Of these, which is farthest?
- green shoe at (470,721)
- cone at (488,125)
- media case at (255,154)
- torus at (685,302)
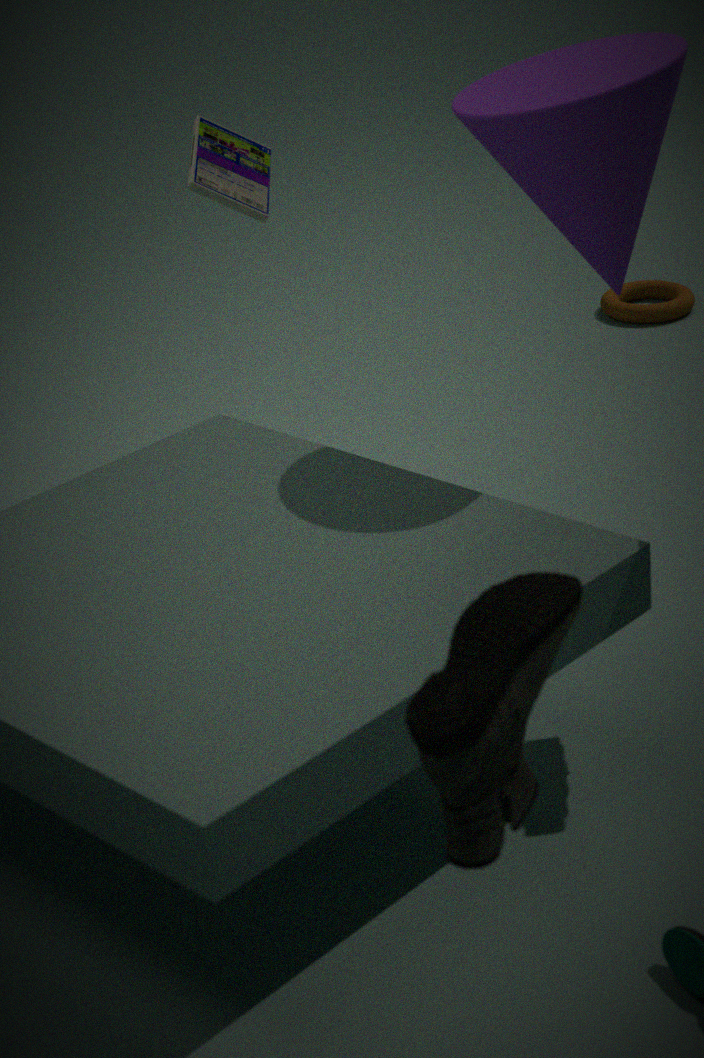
torus at (685,302)
